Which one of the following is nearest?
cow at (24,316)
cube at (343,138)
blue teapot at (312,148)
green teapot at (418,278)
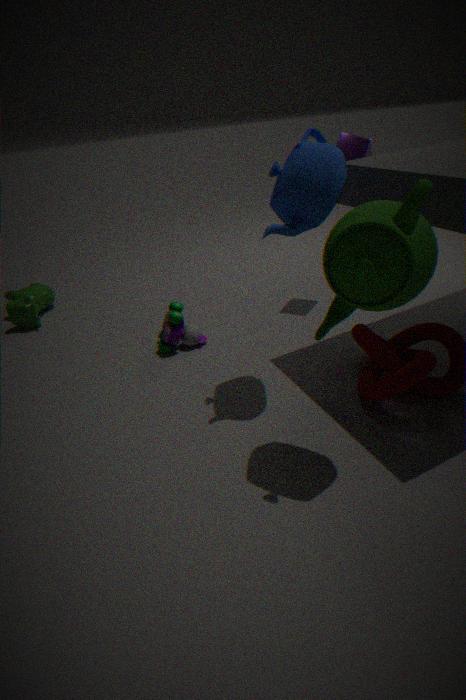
green teapot at (418,278)
